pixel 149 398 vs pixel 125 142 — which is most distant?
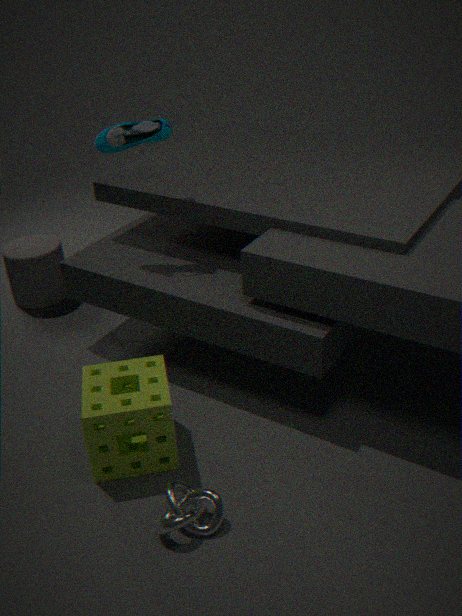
pixel 125 142
